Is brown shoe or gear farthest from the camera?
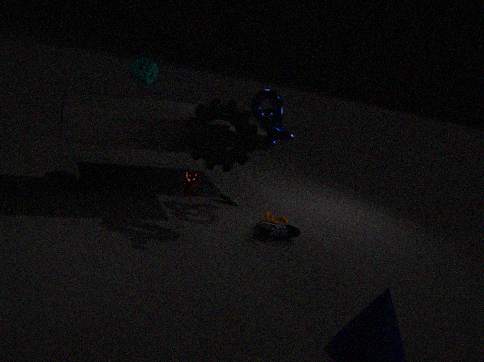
brown shoe
